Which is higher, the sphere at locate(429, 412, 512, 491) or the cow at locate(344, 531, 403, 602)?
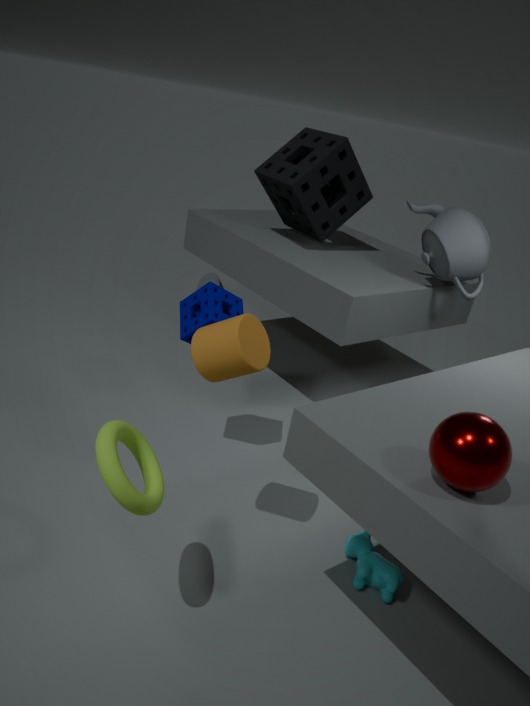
the sphere at locate(429, 412, 512, 491)
